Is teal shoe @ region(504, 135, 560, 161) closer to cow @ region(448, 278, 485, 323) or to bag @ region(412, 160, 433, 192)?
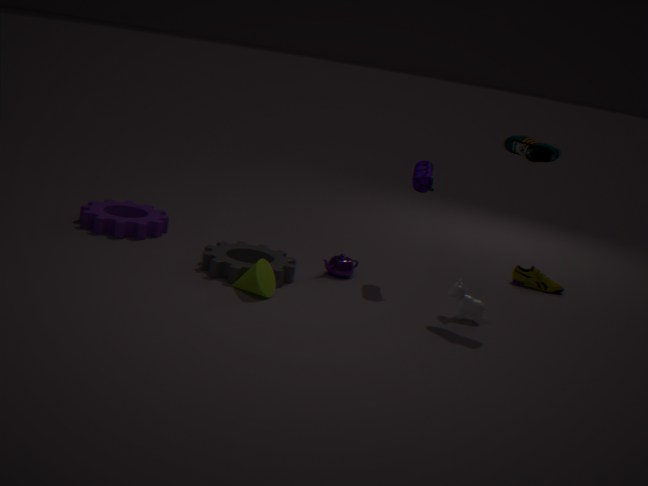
bag @ region(412, 160, 433, 192)
